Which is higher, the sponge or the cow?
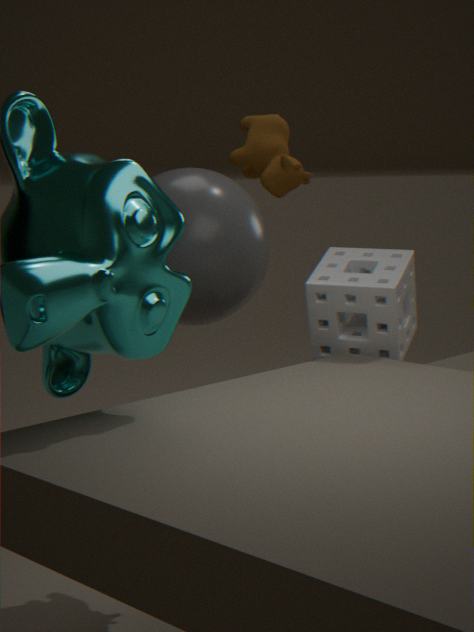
the cow
